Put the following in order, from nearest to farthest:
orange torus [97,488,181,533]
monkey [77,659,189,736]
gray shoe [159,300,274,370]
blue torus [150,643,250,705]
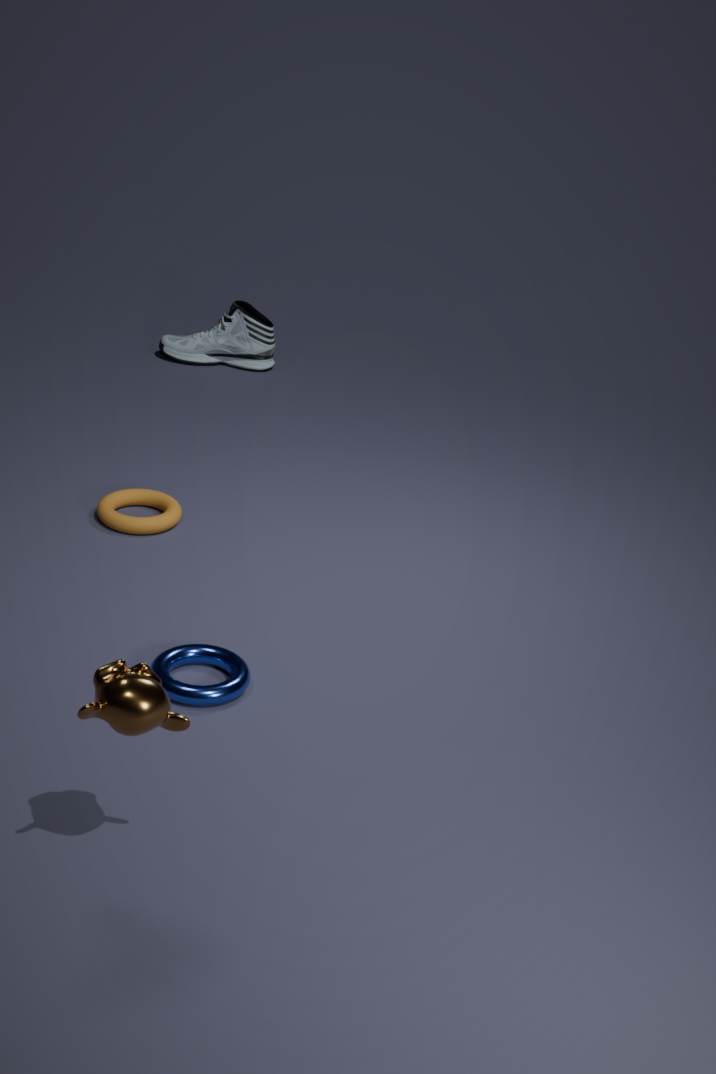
monkey [77,659,189,736], blue torus [150,643,250,705], orange torus [97,488,181,533], gray shoe [159,300,274,370]
